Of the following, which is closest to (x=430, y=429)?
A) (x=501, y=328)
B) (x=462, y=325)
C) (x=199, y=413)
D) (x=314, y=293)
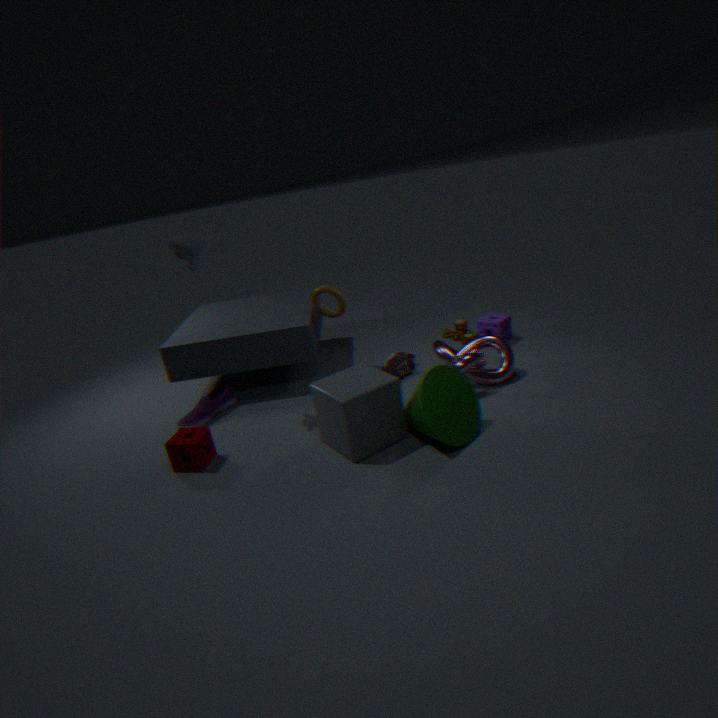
(x=314, y=293)
